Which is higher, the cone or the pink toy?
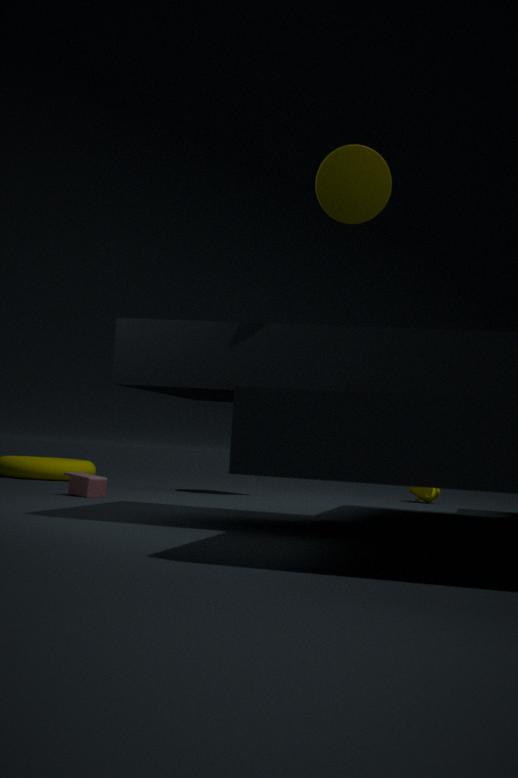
the cone
